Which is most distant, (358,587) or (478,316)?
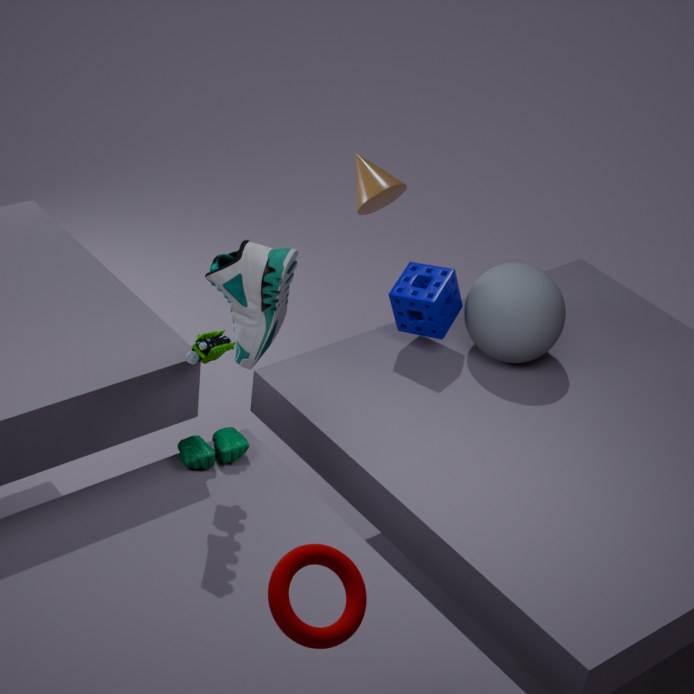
(478,316)
